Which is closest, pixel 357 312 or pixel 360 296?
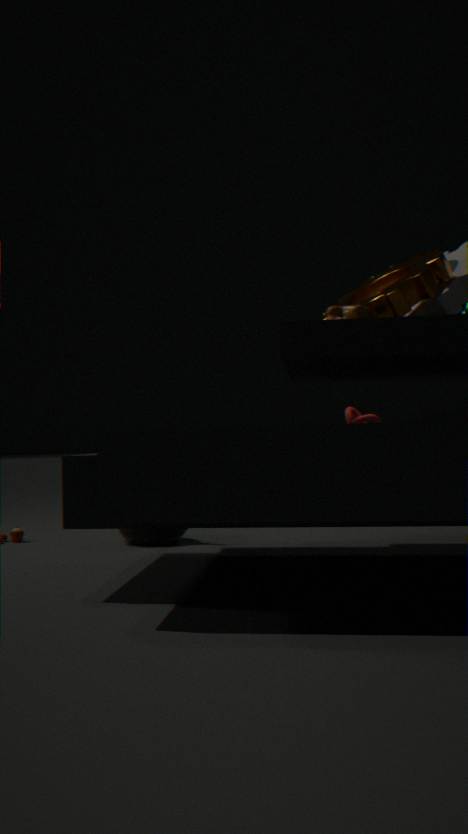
pixel 357 312
